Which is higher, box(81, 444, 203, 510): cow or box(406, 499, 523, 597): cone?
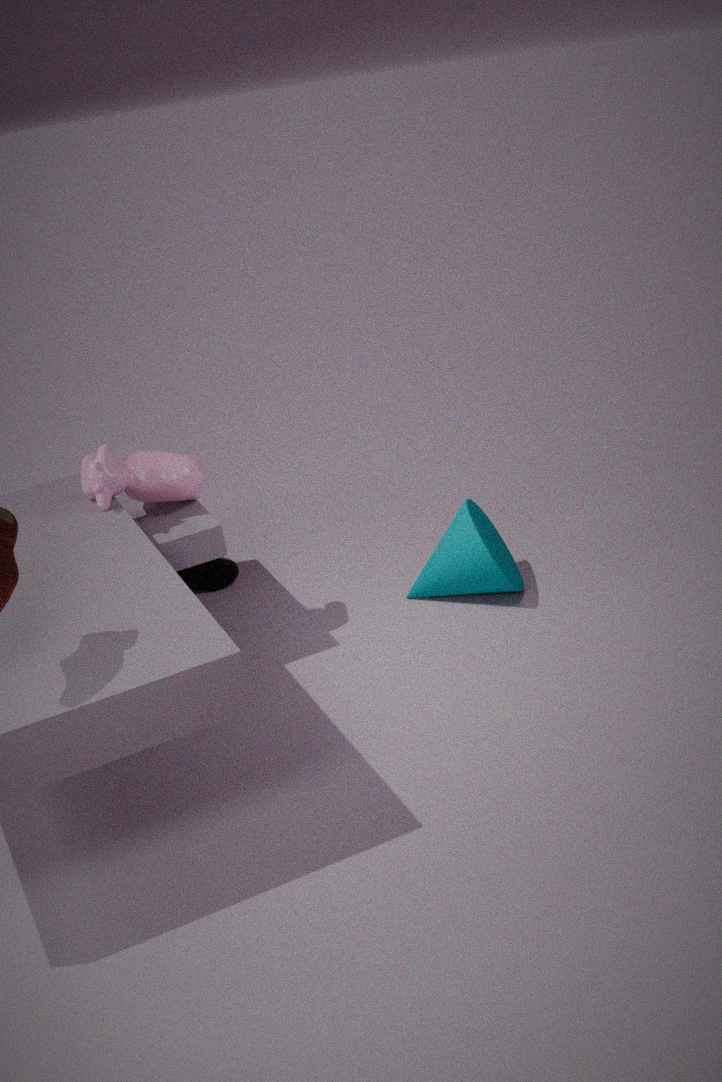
box(81, 444, 203, 510): cow
